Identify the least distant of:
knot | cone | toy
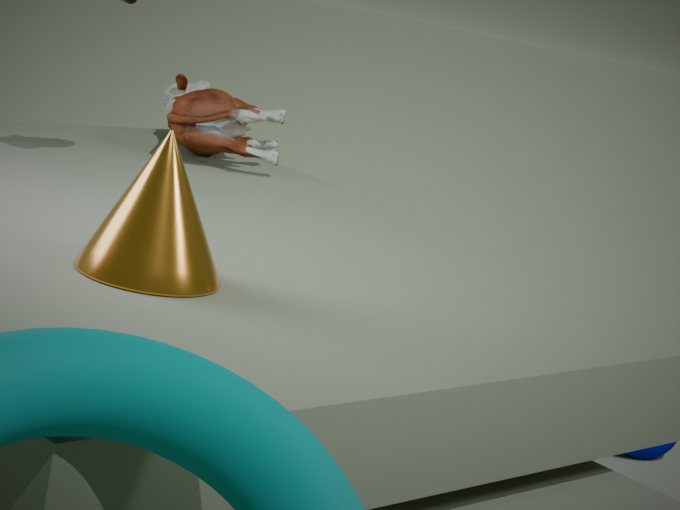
cone
